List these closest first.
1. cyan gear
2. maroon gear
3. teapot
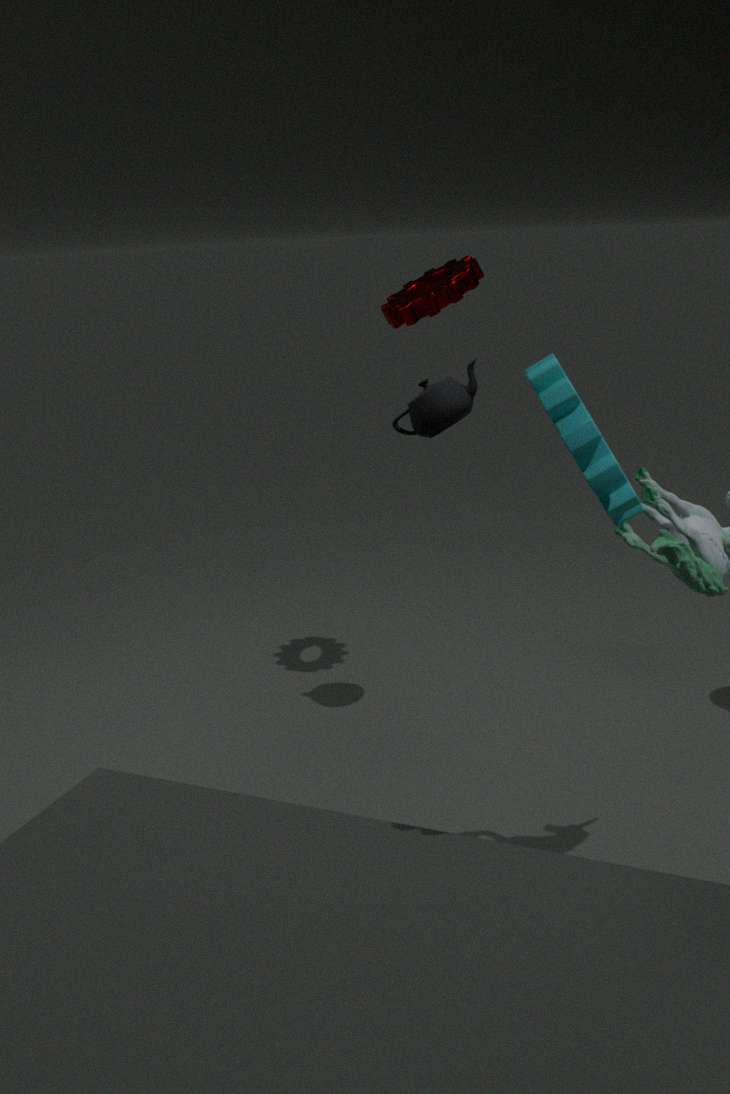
cyan gear, teapot, maroon gear
